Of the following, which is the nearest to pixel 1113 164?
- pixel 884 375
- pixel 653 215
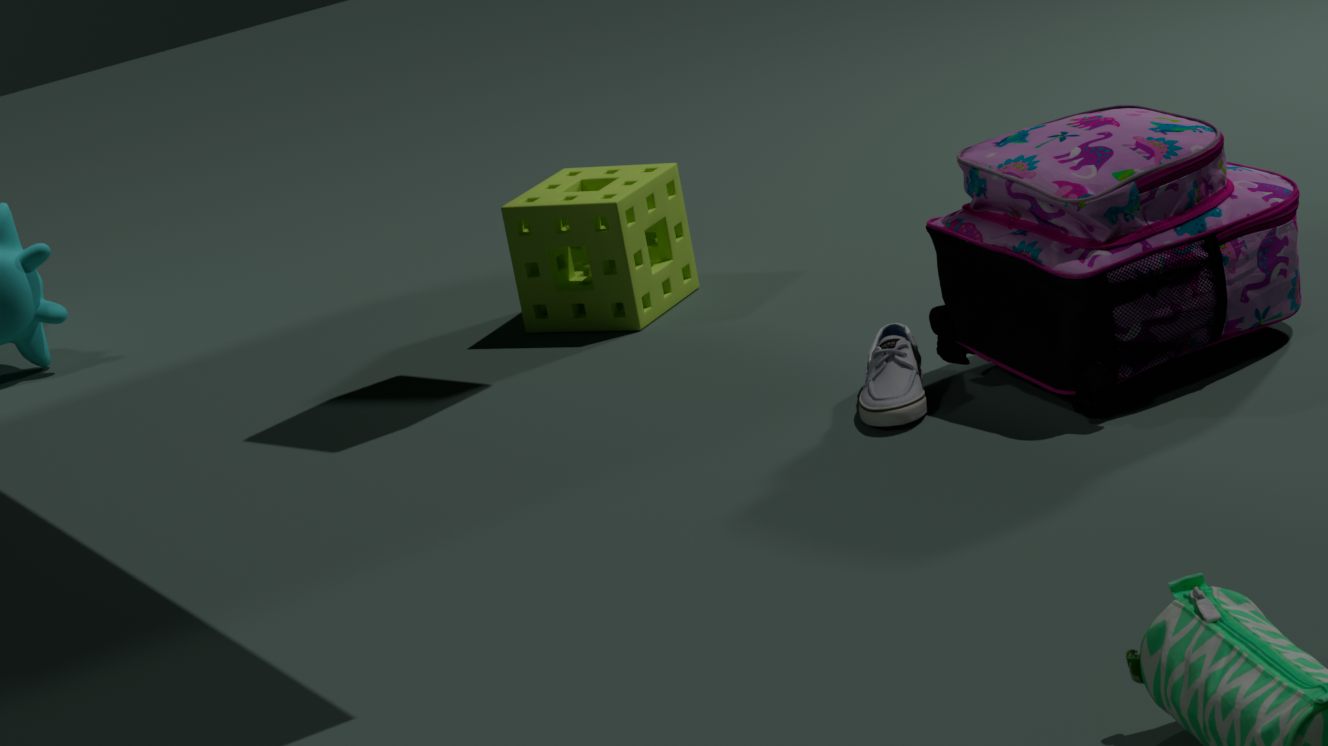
pixel 884 375
